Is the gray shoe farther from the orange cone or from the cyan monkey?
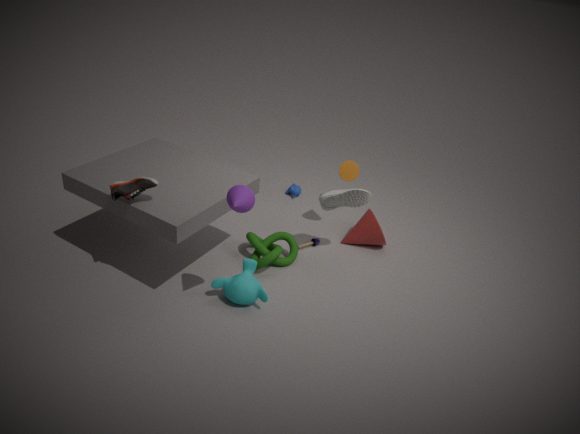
the cyan monkey
